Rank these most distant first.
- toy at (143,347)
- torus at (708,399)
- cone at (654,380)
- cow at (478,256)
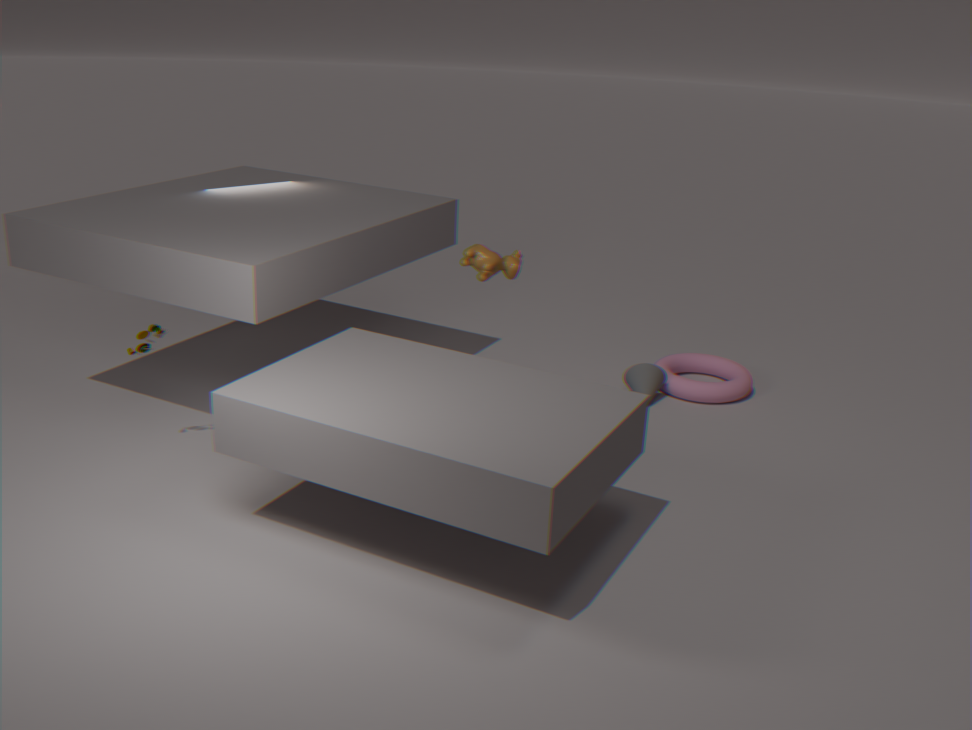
torus at (708,399) < cone at (654,380) < toy at (143,347) < cow at (478,256)
